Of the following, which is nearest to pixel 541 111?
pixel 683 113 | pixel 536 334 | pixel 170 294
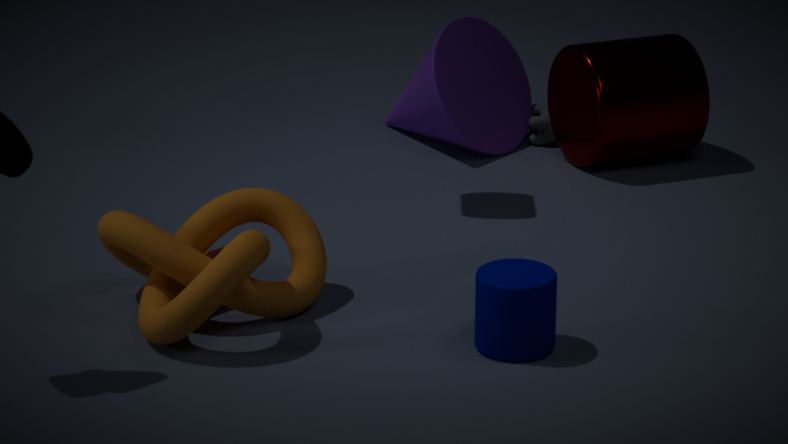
pixel 683 113
